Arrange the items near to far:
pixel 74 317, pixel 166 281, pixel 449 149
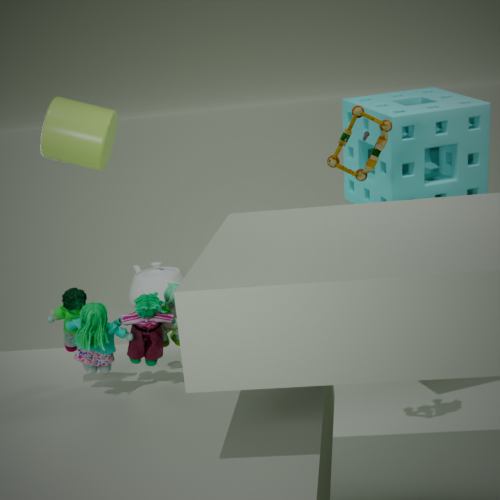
1. pixel 74 317
2. pixel 449 149
3. pixel 166 281
